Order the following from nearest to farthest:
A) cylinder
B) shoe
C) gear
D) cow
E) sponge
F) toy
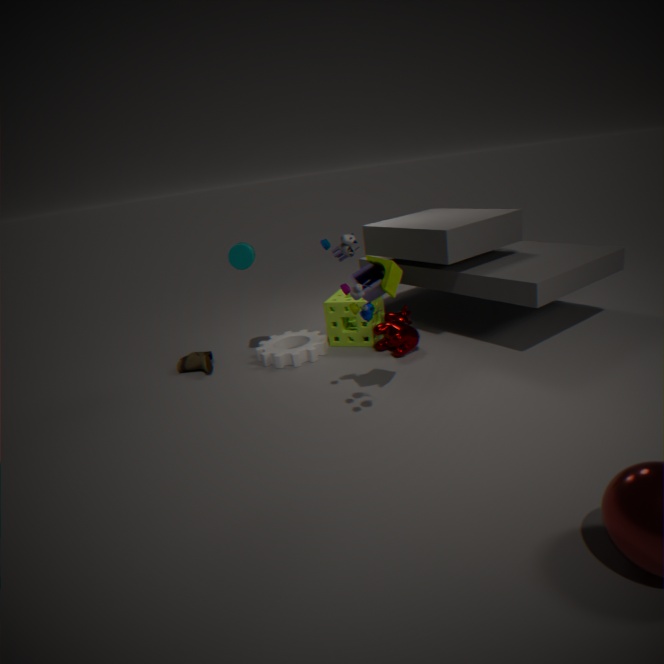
F. toy
A. cylinder
D. cow
C. gear
B. shoe
E. sponge
